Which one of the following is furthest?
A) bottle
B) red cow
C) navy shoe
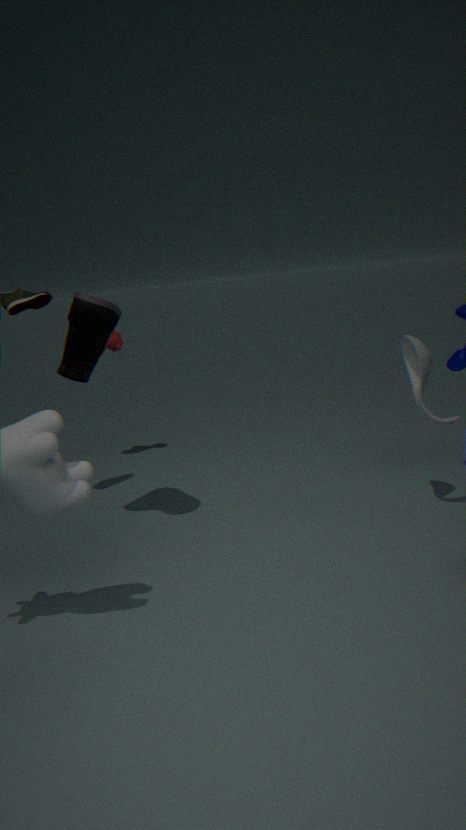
red cow
